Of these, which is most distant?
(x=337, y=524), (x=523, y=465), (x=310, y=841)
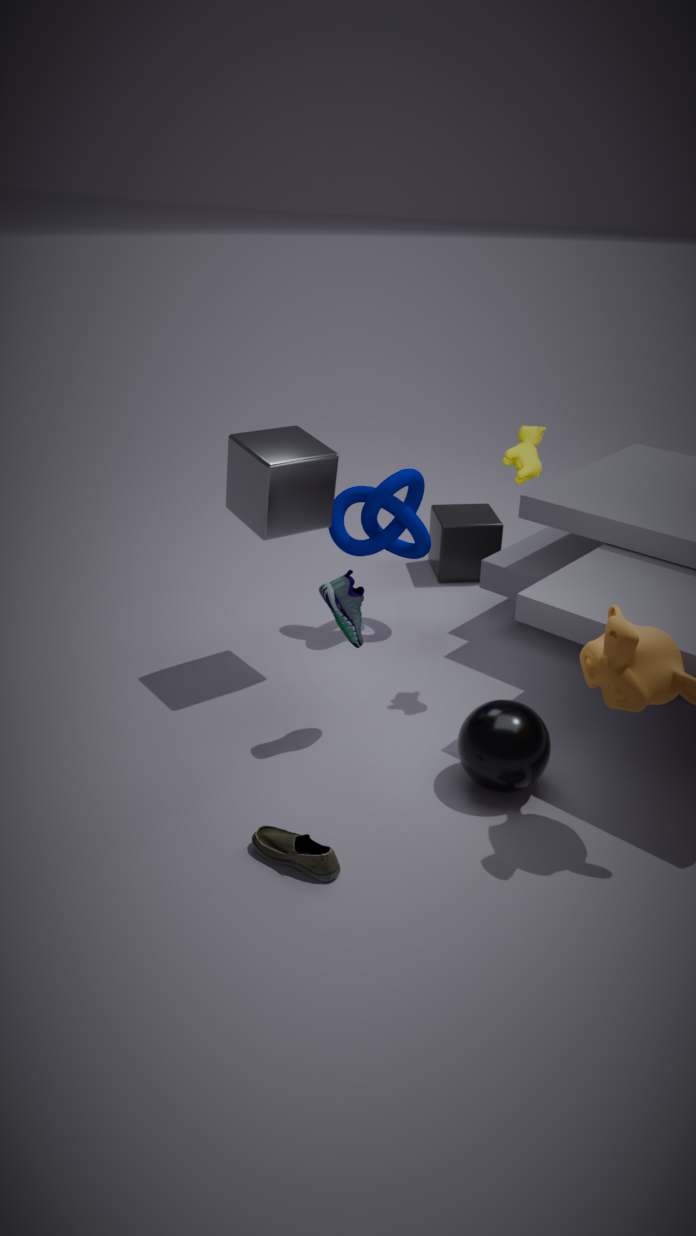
(x=337, y=524)
